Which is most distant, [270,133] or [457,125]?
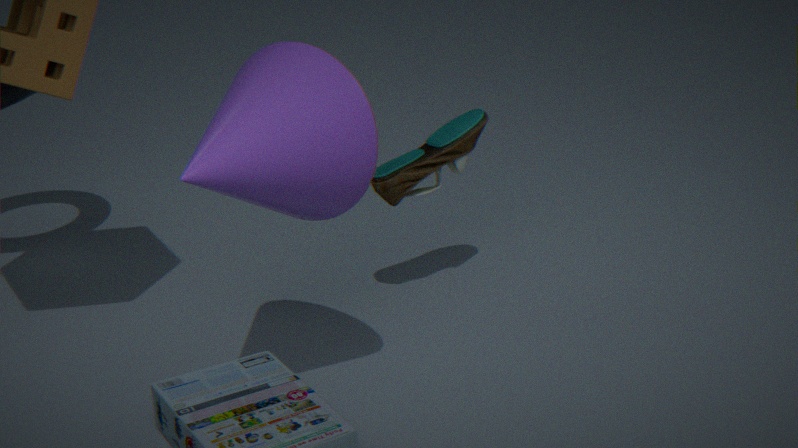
[457,125]
